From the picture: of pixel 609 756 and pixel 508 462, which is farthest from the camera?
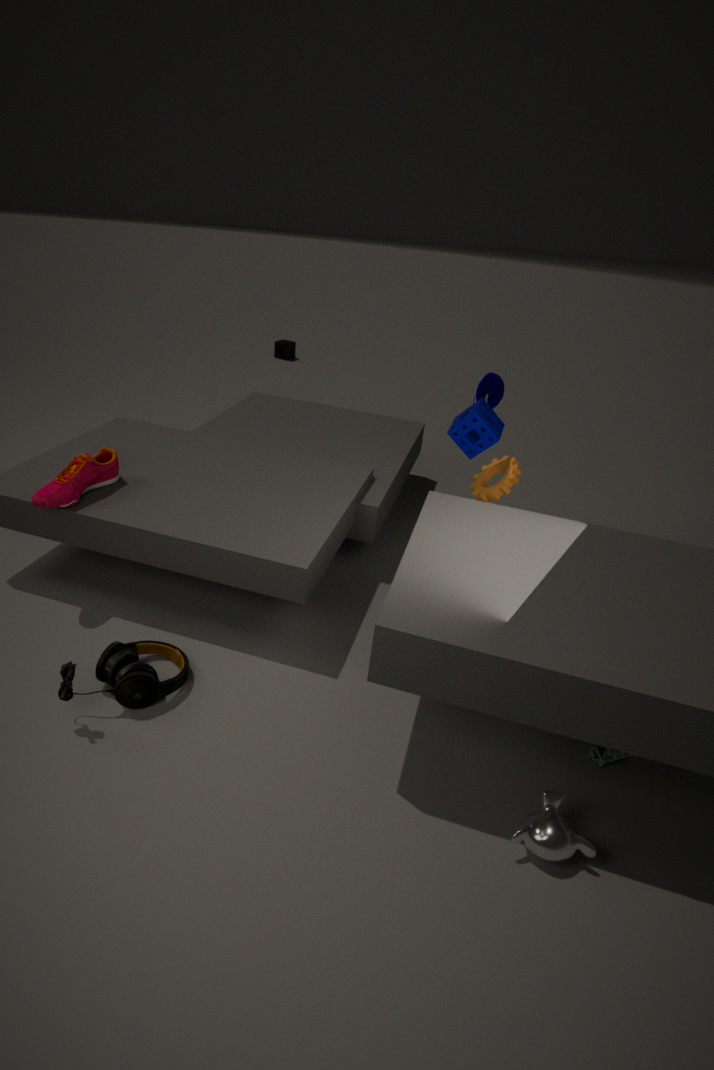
pixel 508 462
